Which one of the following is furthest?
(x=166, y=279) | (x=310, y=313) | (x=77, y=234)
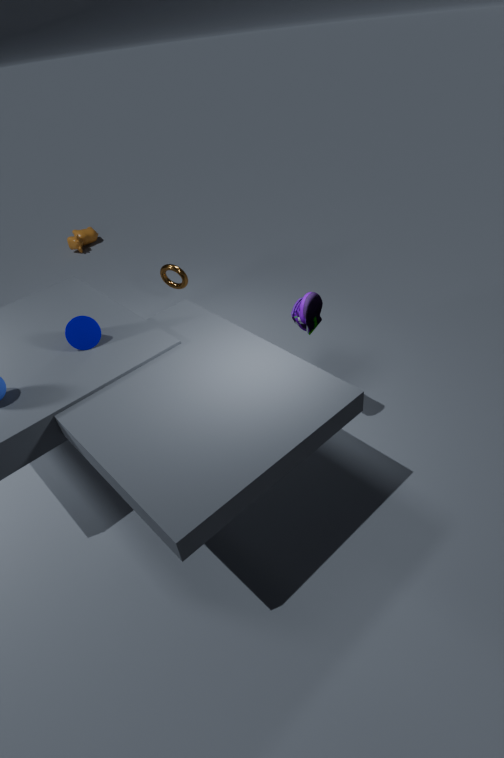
(x=77, y=234)
